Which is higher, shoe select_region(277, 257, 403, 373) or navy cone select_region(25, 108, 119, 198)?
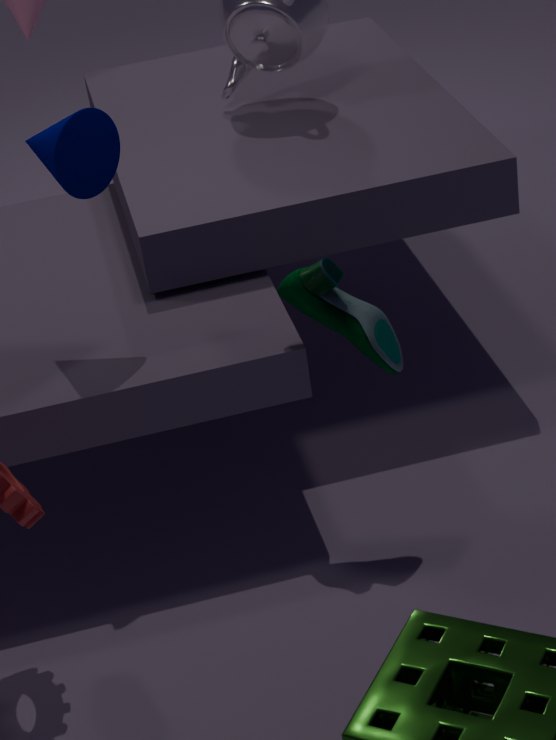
navy cone select_region(25, 108, 119, 198)
